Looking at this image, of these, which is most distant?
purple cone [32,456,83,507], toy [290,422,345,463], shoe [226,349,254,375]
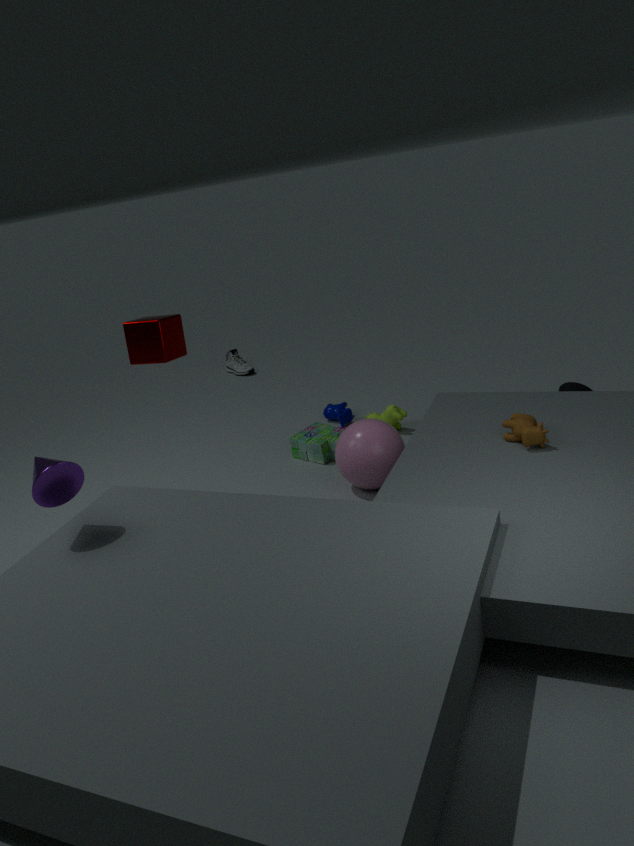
shoe [226,349,254,375]
